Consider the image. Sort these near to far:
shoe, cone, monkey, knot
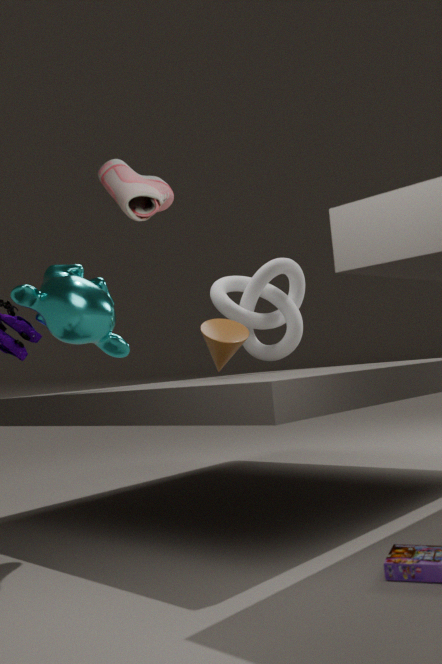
shoe, monkey, cone, knot
